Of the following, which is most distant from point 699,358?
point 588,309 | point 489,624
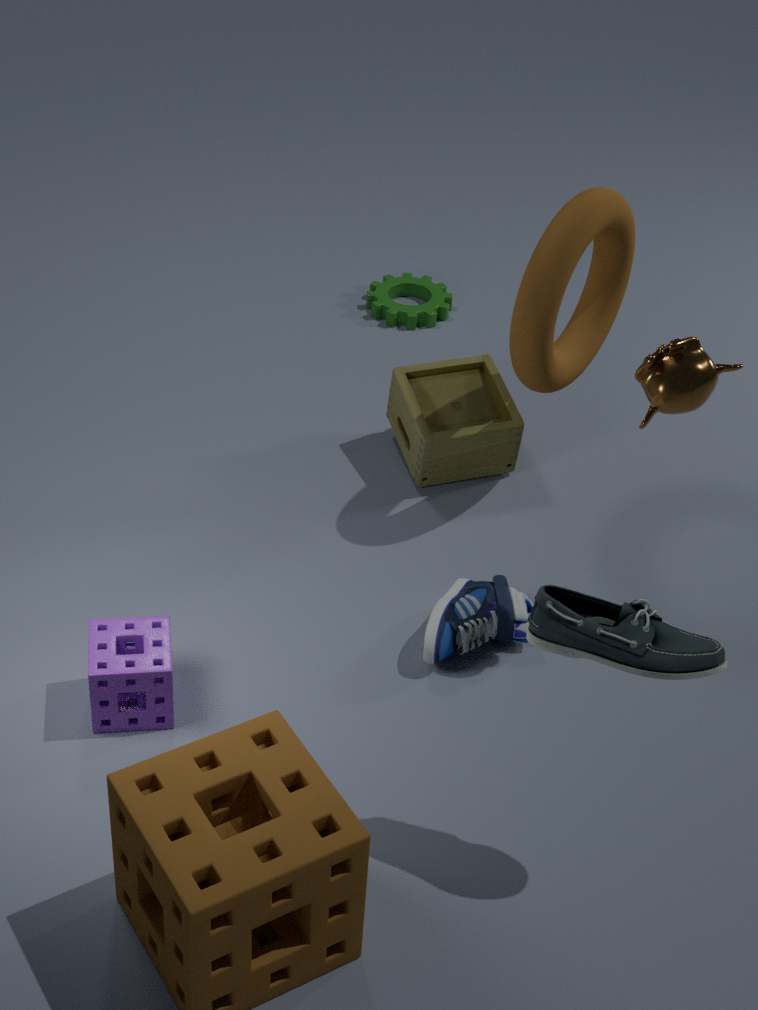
point 489,624
